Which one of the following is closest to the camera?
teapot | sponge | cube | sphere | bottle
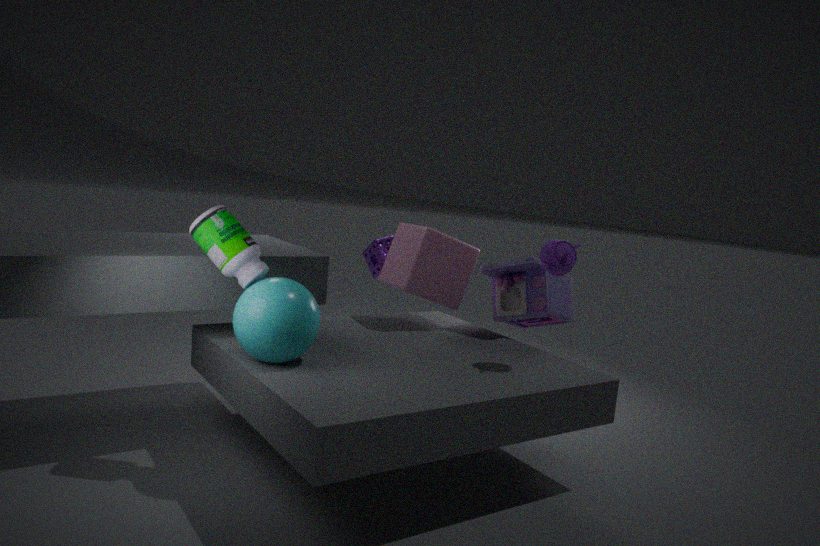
sphere
